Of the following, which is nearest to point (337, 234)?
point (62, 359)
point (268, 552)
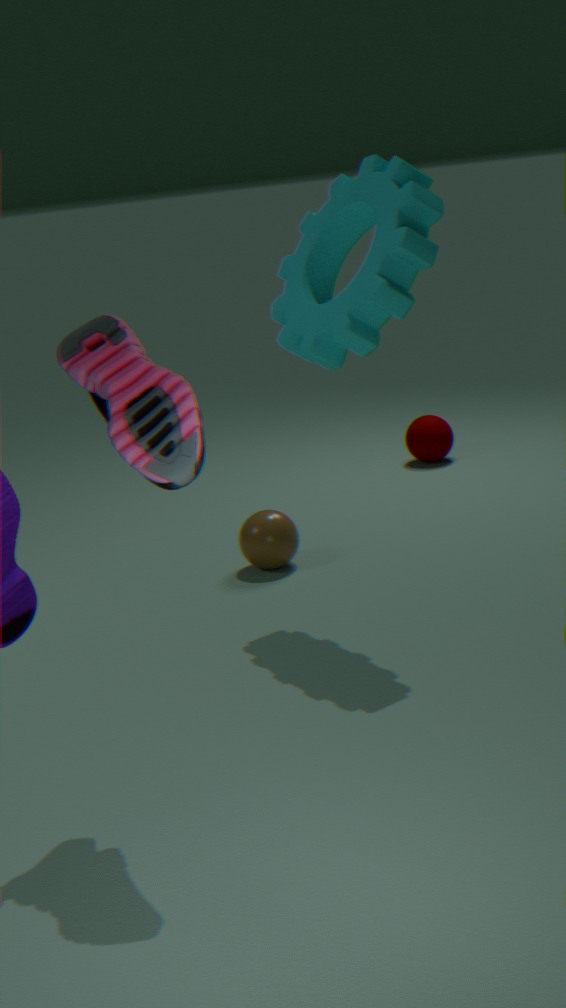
point (268, 552)
